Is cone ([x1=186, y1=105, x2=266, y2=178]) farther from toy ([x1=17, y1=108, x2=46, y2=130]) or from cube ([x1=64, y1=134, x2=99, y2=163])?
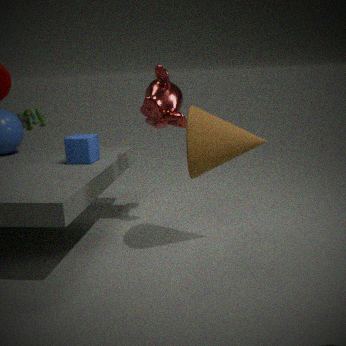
toy ([x1=17, y1=108, x2=46, y2=130])
